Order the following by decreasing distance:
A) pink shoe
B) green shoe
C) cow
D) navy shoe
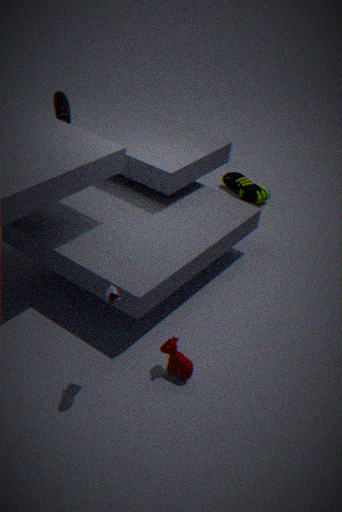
1. green shoe
2. pink shoe
3. cow
4. navy shoe
